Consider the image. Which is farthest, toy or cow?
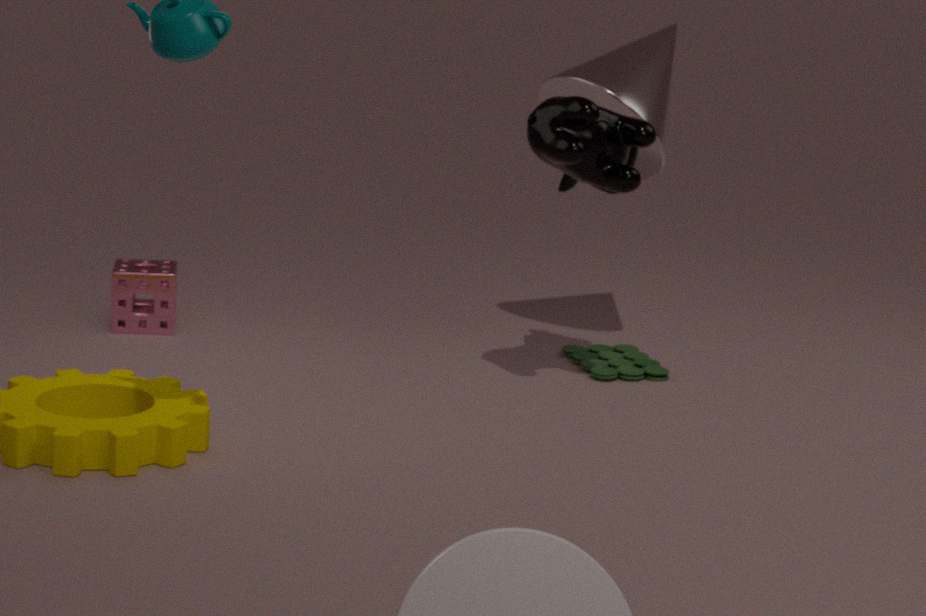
toy
